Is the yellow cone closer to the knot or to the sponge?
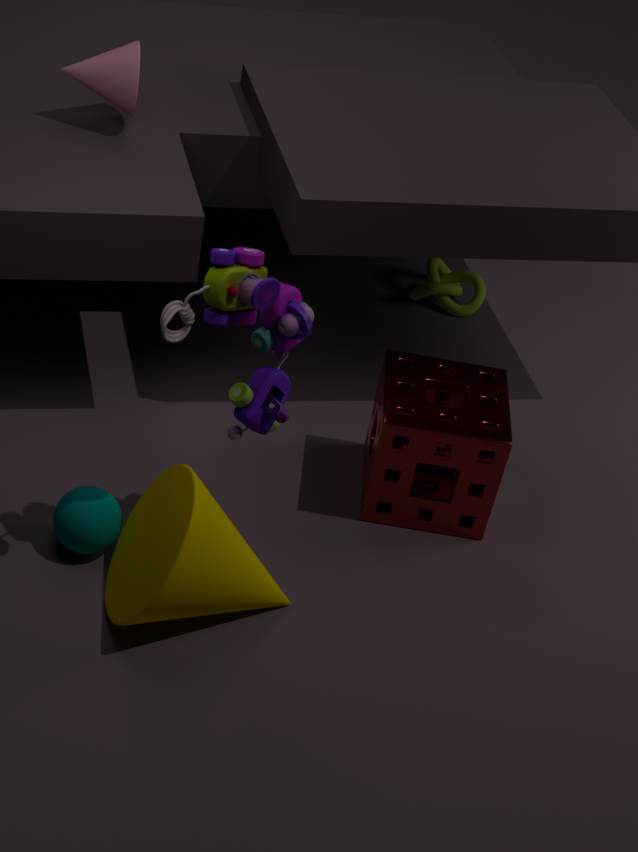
the sponge
